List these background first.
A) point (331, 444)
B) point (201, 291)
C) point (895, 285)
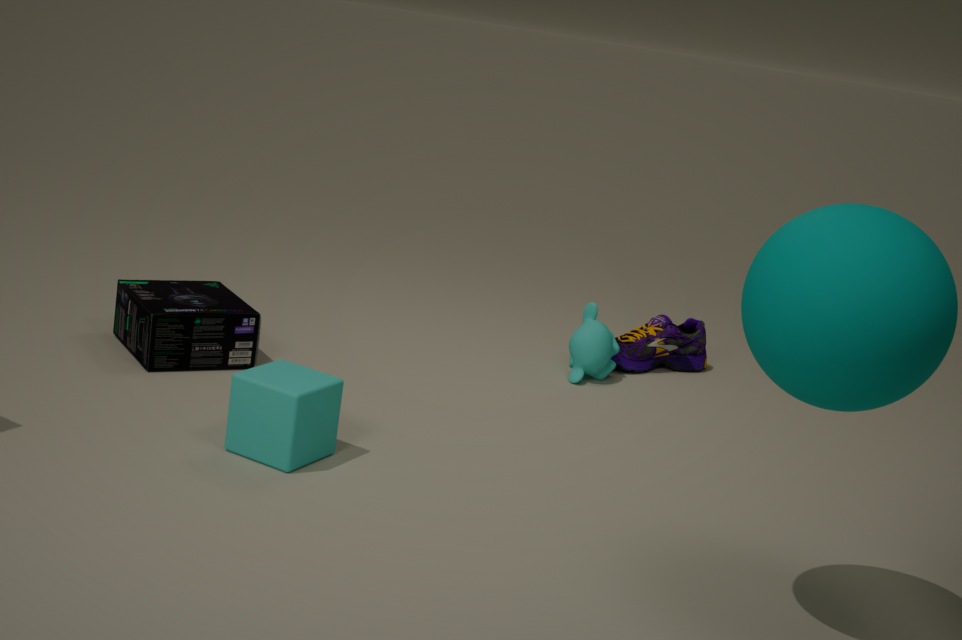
point (201, 291) → point (331, 444) → point (895, 285)
